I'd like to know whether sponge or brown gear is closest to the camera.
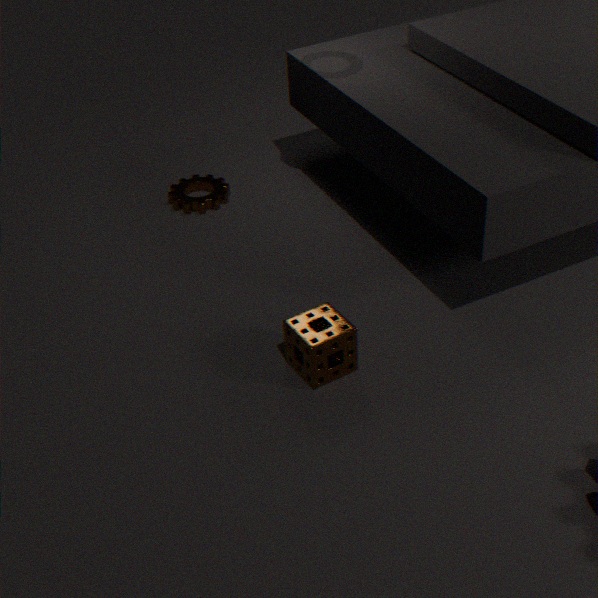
sponge
